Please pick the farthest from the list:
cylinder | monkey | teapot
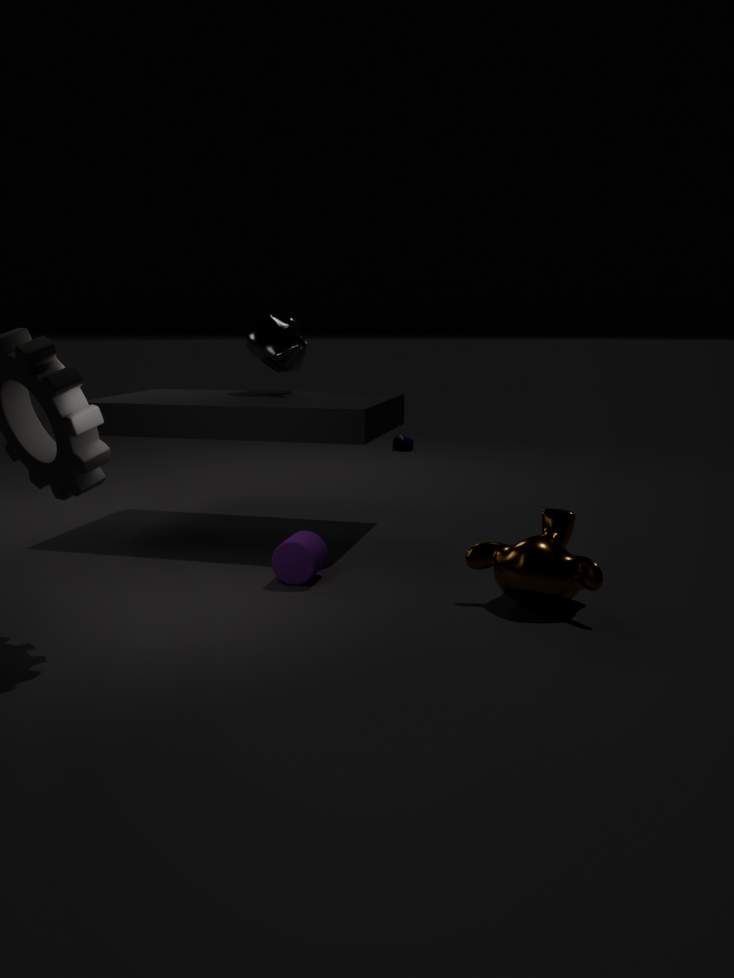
teapot
